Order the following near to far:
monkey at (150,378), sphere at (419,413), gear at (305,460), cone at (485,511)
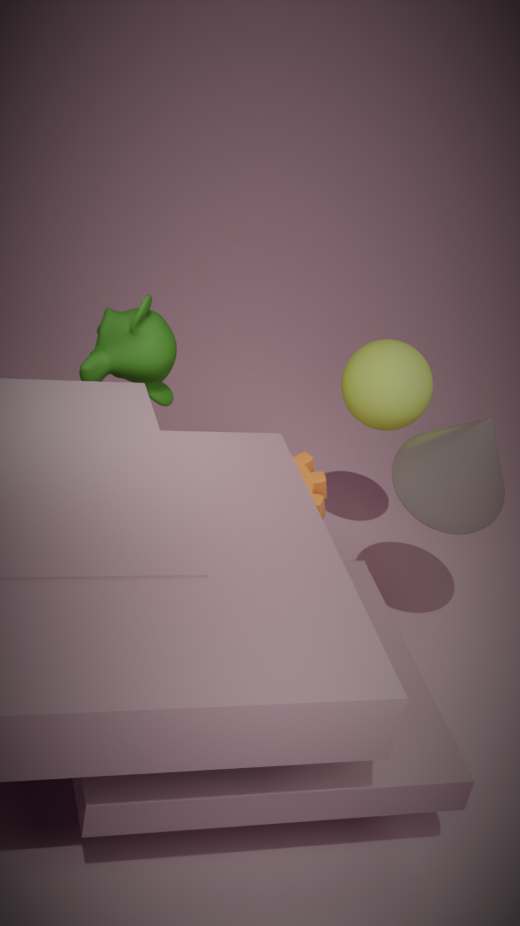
cone at (485,511) → monkey at (150,378) → gear at (305,460) → sphere at (419,413)
